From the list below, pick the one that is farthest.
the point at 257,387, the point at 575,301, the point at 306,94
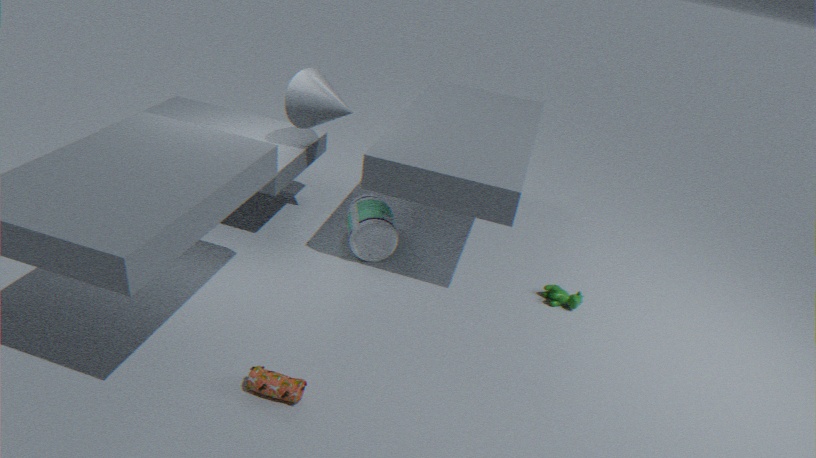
the point at 306,94
